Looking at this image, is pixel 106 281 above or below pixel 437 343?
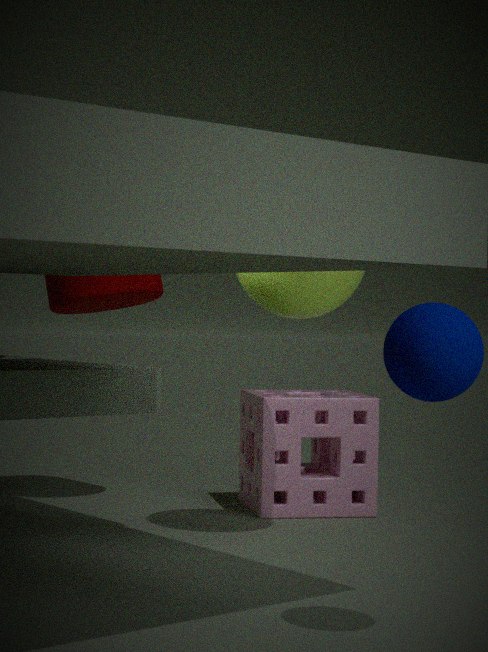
above
